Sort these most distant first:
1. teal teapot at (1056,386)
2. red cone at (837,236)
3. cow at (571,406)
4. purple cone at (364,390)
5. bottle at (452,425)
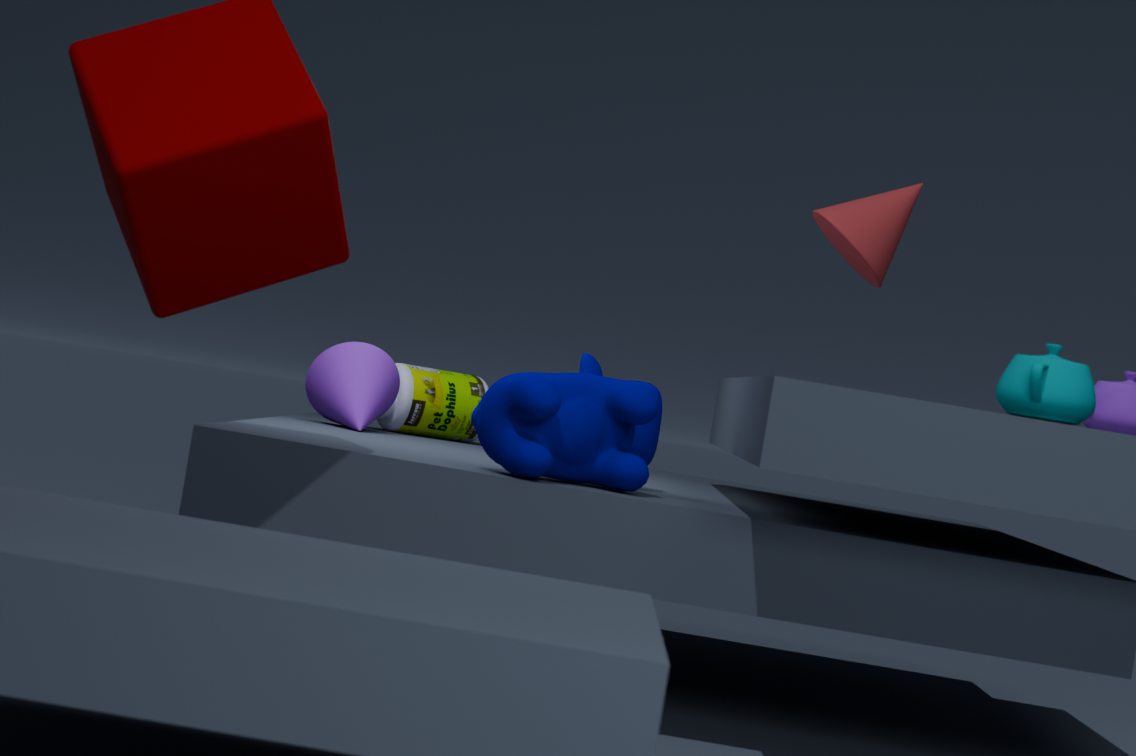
1. bottle at (452,425)
2. purple cone at (364,390)
3. red cone at (837,236)
4. cow at (571,406)
5. teal teapot at (1056,386)
